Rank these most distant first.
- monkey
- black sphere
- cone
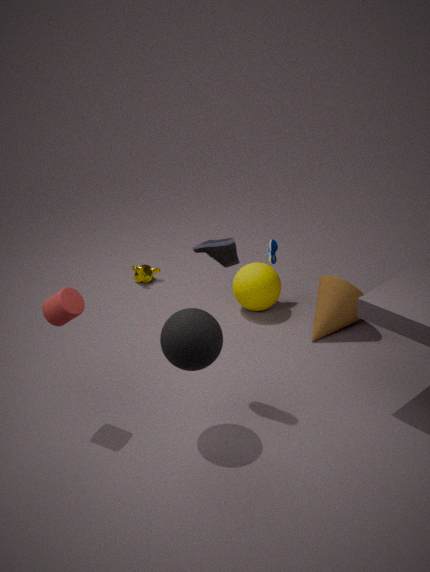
monkey, cone, black sphere
